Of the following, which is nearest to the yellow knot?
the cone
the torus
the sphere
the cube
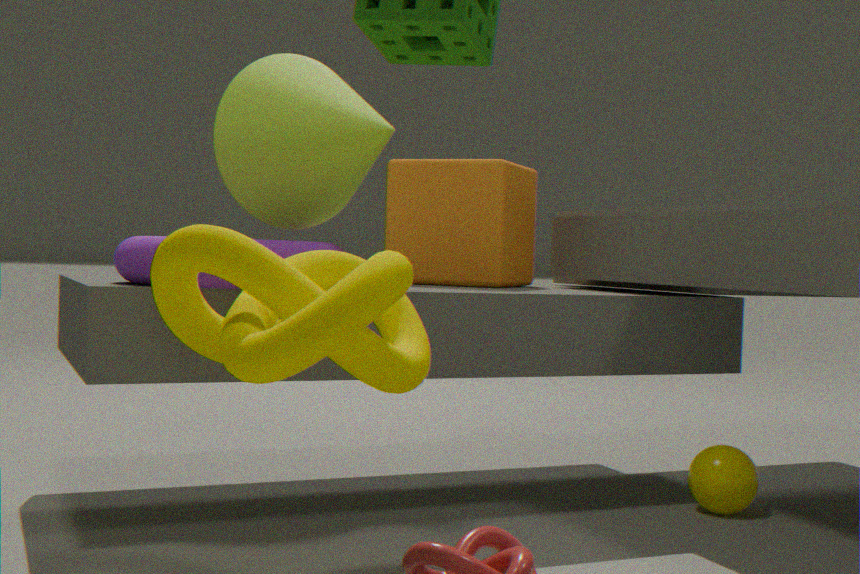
the torus
